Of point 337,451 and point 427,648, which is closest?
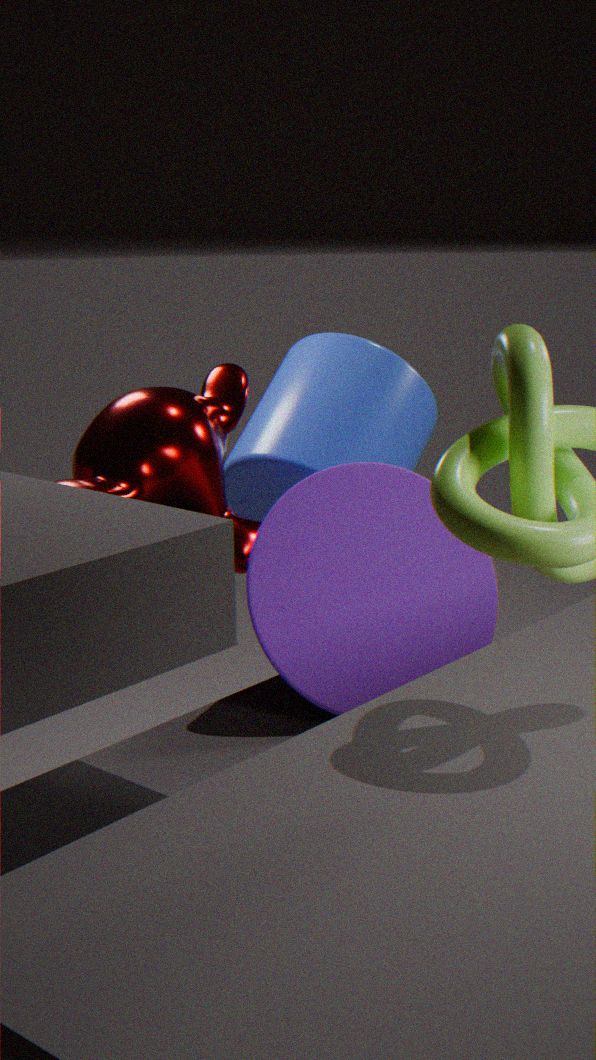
point 427,648
